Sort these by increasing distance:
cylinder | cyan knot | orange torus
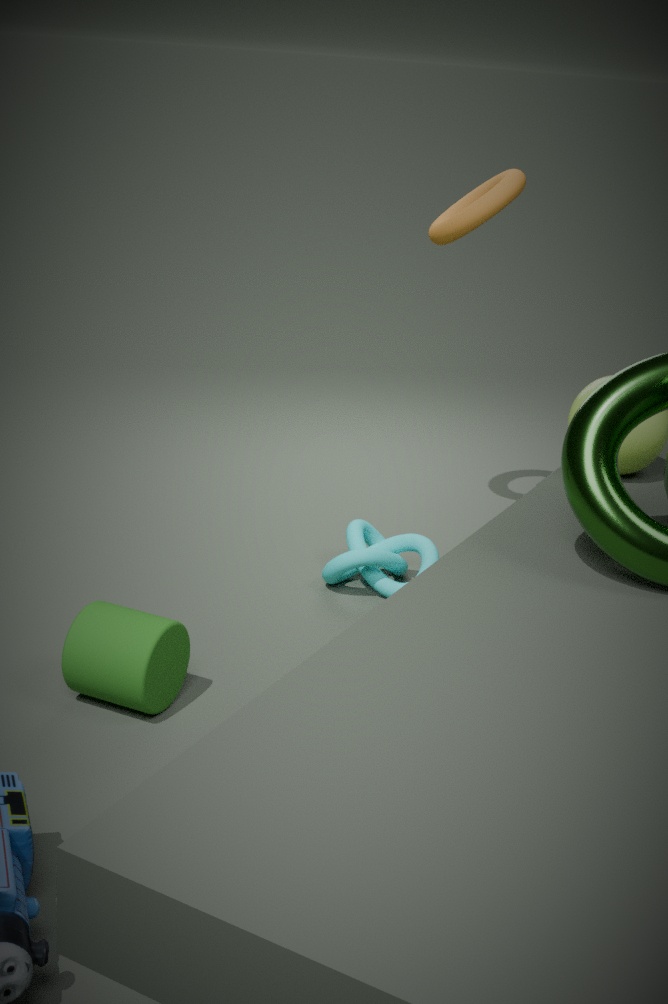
1. cylinder
2. cyan knot
3. orange torus
